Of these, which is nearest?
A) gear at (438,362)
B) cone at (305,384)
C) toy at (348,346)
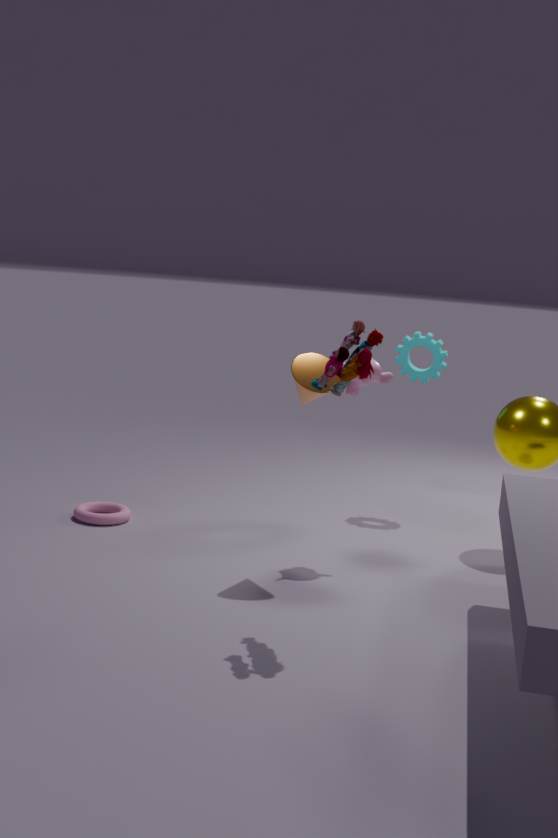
toy at (348,346)
